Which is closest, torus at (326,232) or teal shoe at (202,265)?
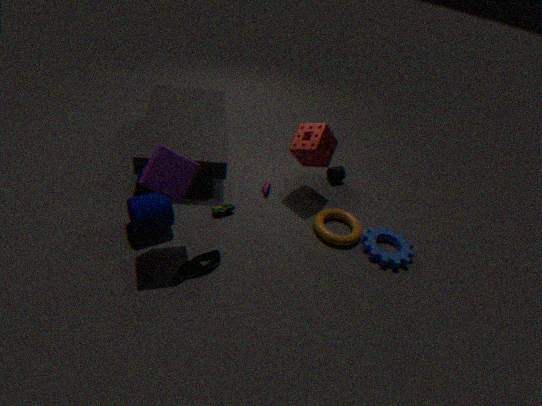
teal shoe at (202,265)
